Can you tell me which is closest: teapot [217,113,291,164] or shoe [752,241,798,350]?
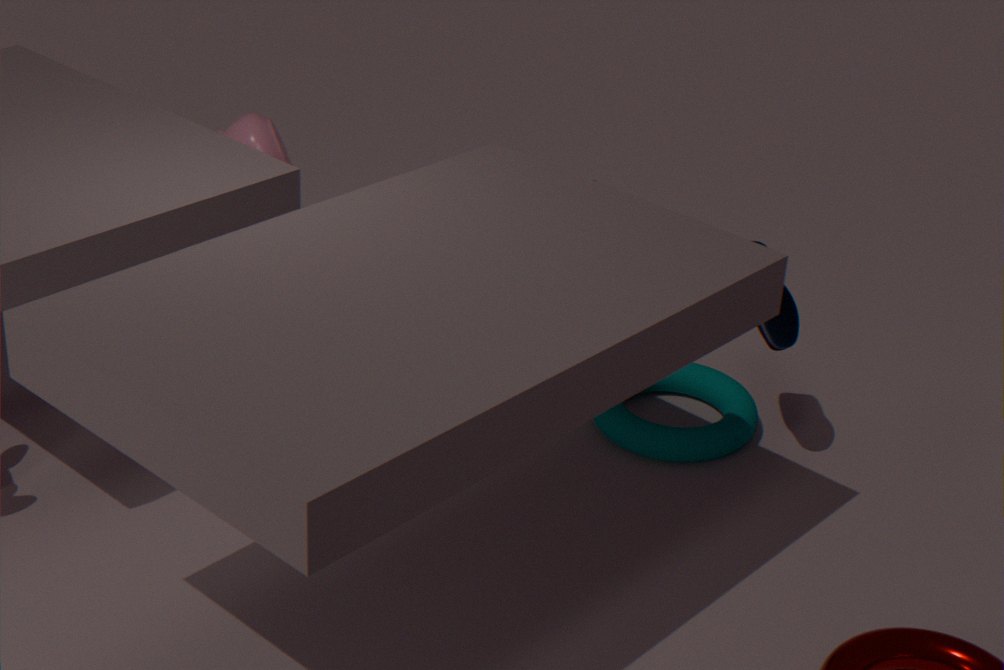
shoe [752,241,798,350]
